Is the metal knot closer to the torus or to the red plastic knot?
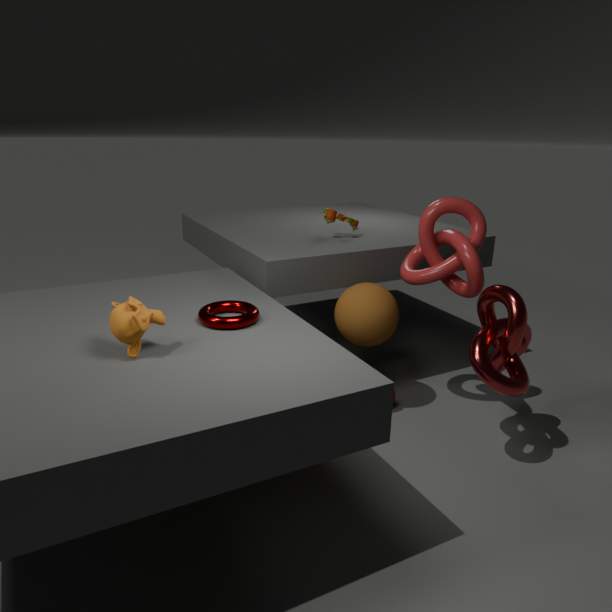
the red plastic knot
